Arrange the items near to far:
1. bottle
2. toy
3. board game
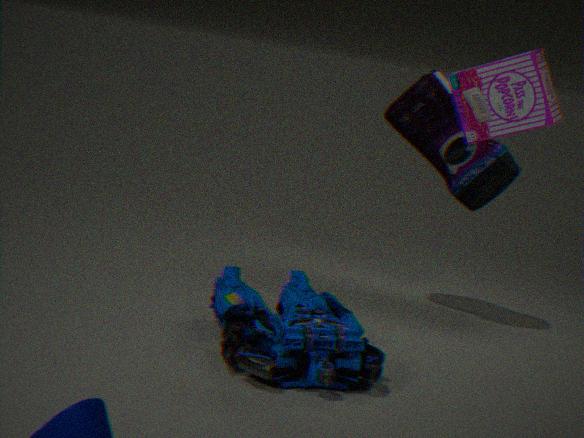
board game, toy, bottle
